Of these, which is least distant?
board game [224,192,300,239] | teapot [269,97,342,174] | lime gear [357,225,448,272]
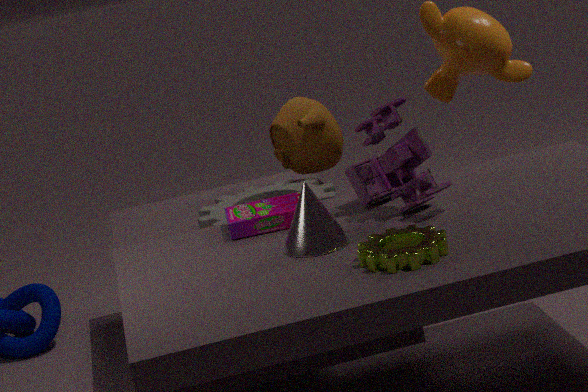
lime gear [357,225,448,272]
